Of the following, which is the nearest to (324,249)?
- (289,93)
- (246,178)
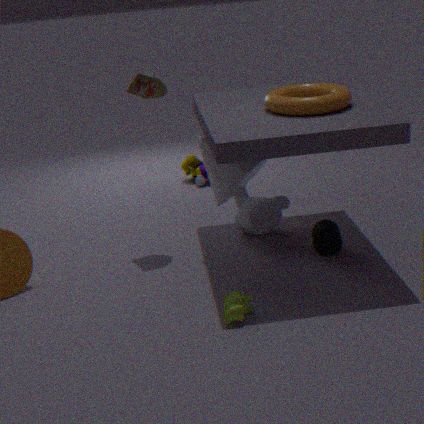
(246,178)
